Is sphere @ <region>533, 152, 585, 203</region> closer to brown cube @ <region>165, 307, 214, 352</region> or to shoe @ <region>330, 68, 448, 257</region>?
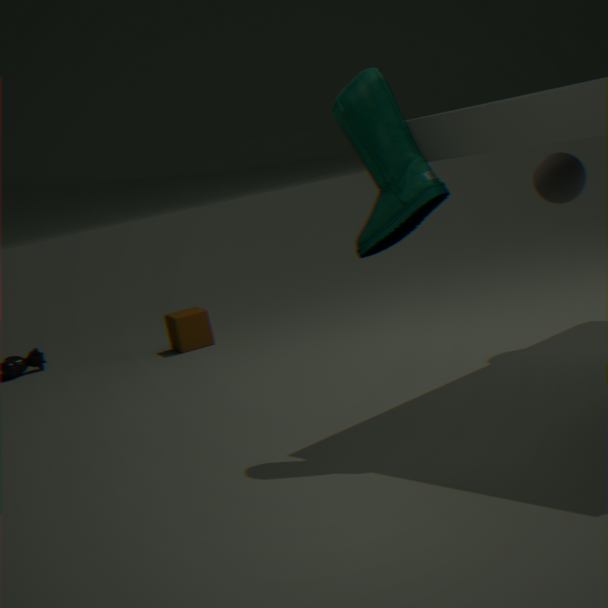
shoe @ <region>330, 68, 448, 257</region>
